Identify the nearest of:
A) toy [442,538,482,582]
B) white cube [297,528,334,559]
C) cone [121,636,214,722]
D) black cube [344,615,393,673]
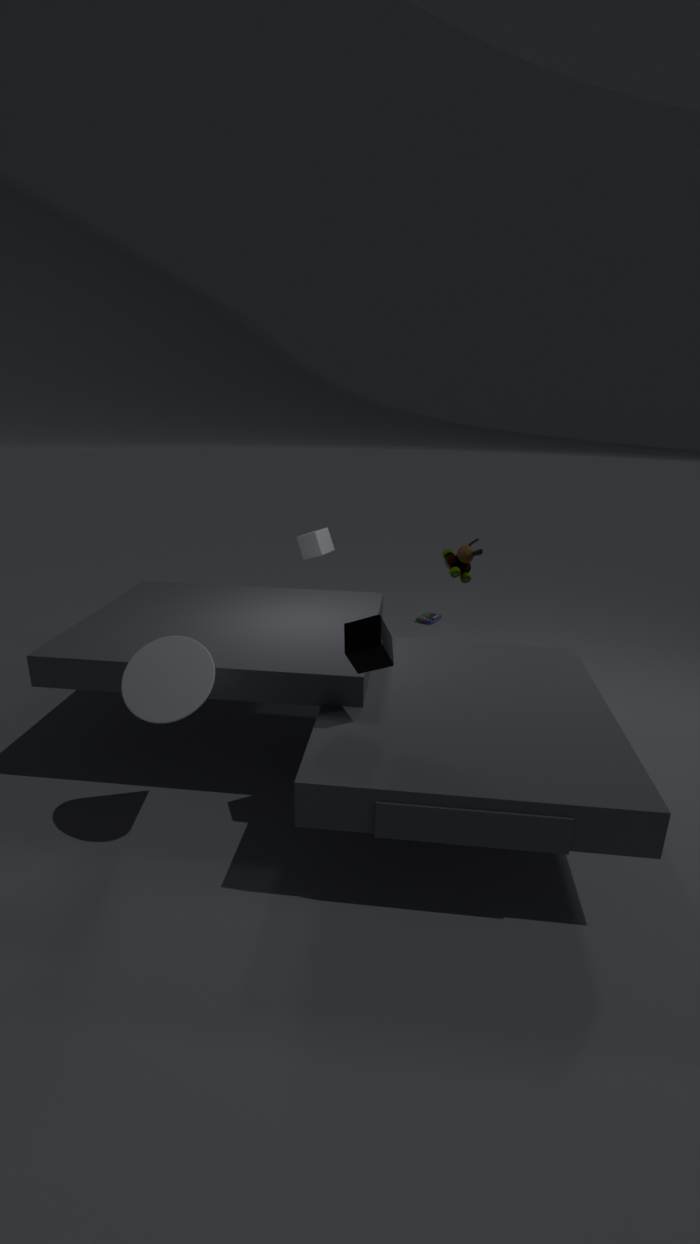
cone [121,636,214,722]
